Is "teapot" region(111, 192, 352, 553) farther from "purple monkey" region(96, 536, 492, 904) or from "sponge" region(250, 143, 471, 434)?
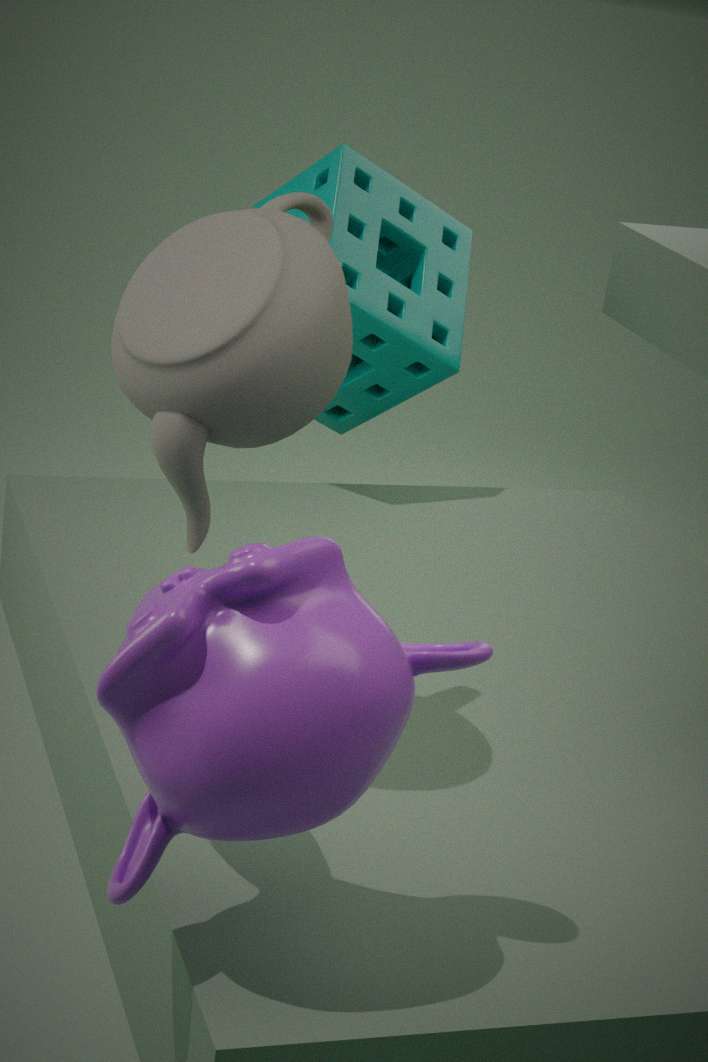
"sponge" region(250, 143, 471, 434)
